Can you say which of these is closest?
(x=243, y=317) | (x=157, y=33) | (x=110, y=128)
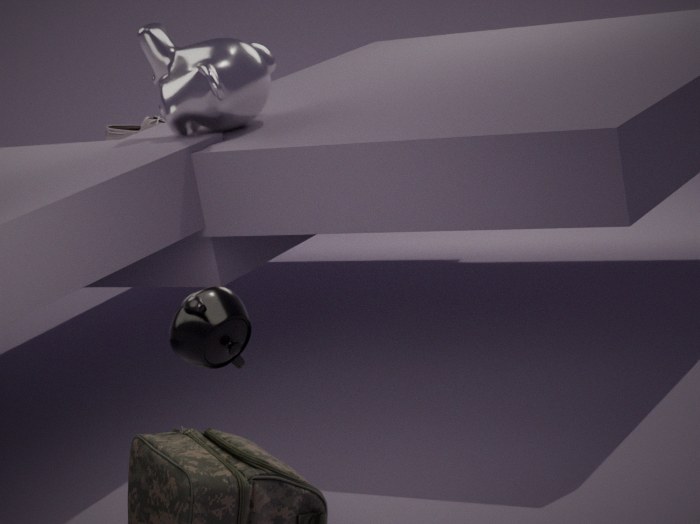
(x=243, y=317)
